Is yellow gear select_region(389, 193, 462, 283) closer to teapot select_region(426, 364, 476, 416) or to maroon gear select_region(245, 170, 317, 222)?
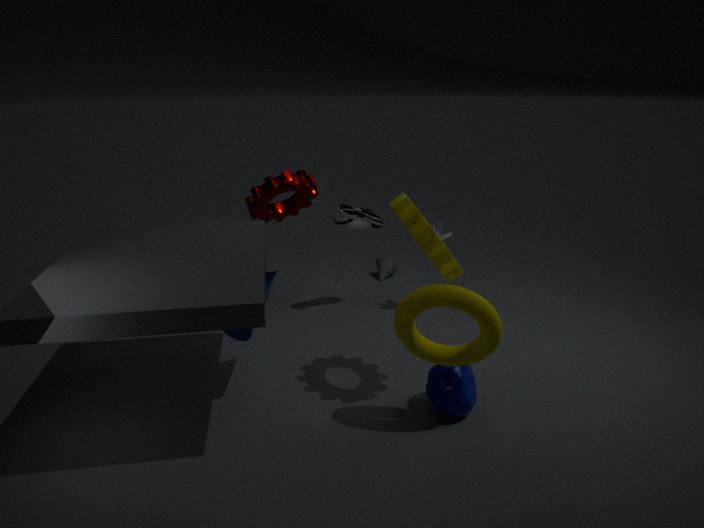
teapot select_region(426, 364, 476, 416)
